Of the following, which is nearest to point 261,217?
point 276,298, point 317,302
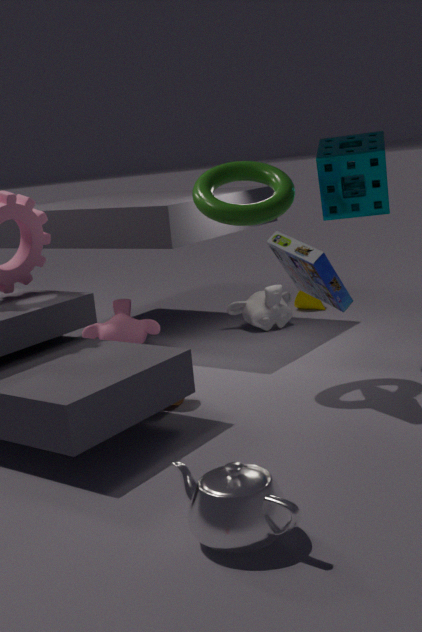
point 276,298
